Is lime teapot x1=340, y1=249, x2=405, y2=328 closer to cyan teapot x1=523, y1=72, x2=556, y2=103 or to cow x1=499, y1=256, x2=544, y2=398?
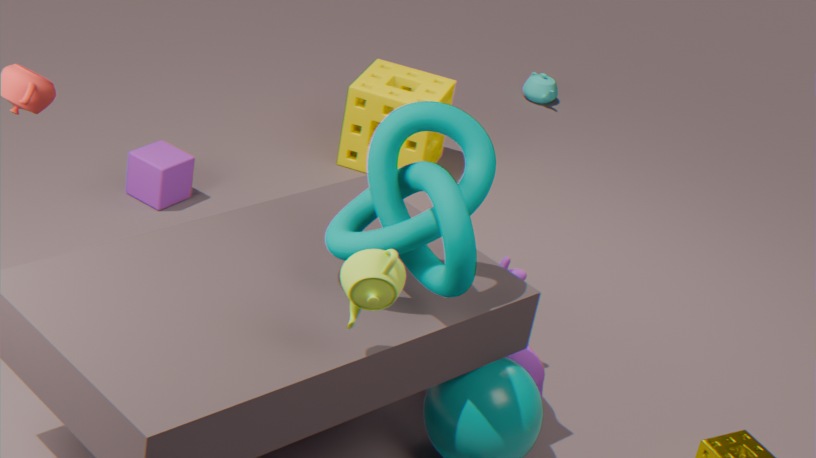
cow x1=499, y1=256, x2=544, y2=398
